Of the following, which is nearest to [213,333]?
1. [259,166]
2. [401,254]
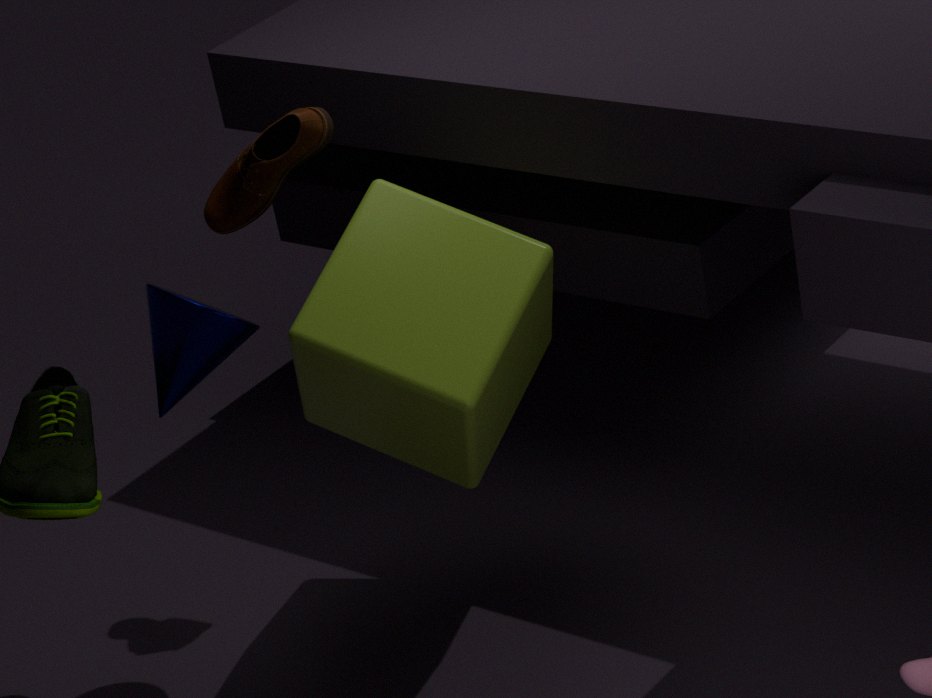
[259,166]
